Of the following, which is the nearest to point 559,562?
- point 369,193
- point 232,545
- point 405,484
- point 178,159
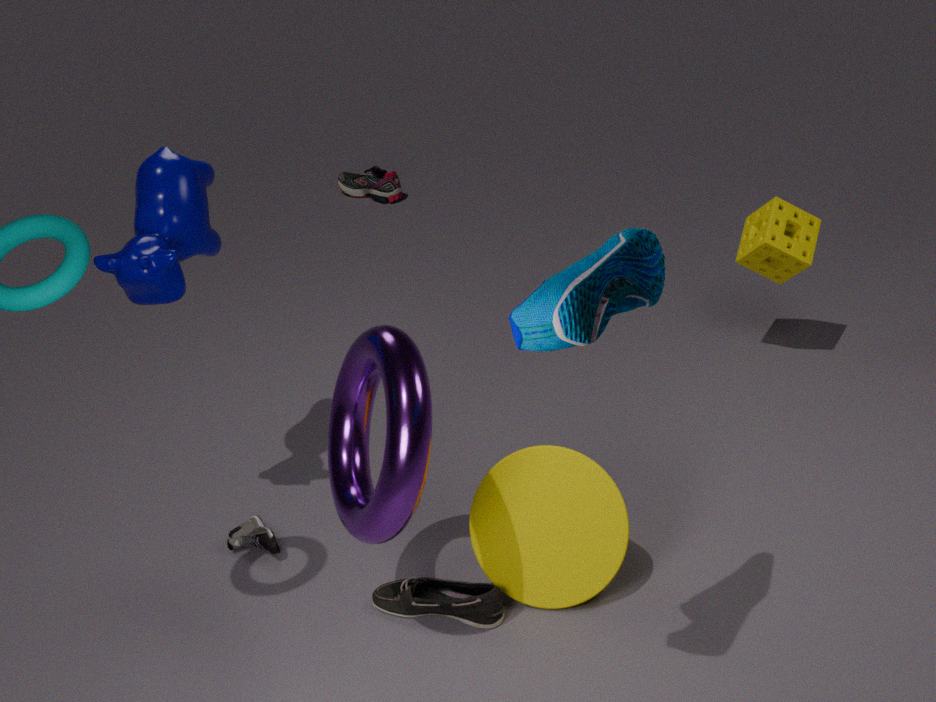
point 405,484
